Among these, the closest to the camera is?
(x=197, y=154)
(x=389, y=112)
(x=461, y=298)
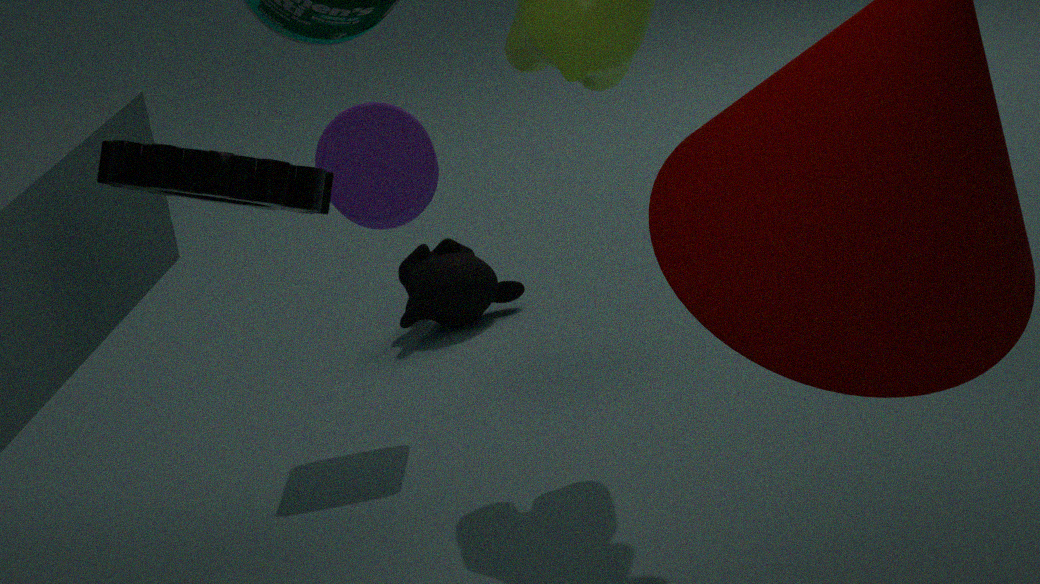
(x=197, y=154)
